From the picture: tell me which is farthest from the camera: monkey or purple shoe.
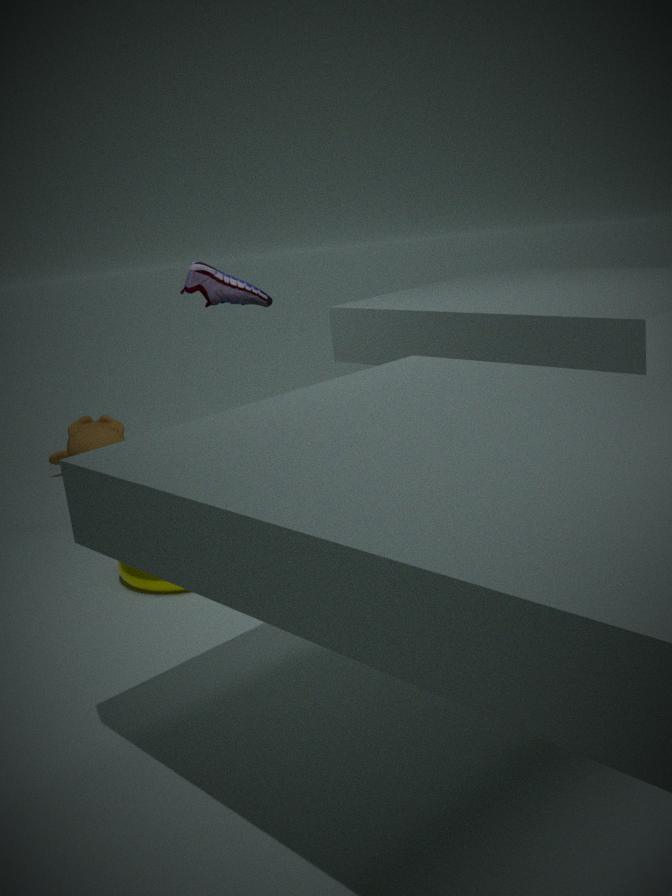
monkey
